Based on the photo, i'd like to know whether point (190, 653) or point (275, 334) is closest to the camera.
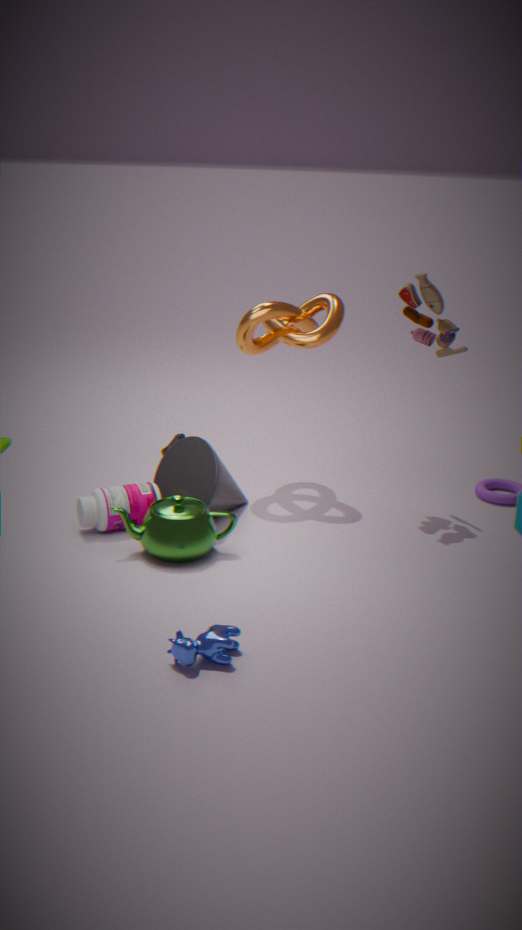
point (190, 653)
